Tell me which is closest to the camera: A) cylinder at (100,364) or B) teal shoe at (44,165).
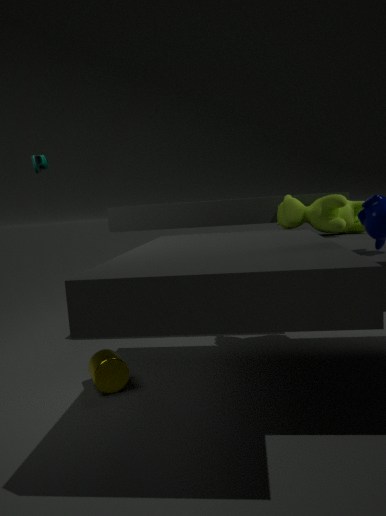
B. teal shoe at (44,165)
